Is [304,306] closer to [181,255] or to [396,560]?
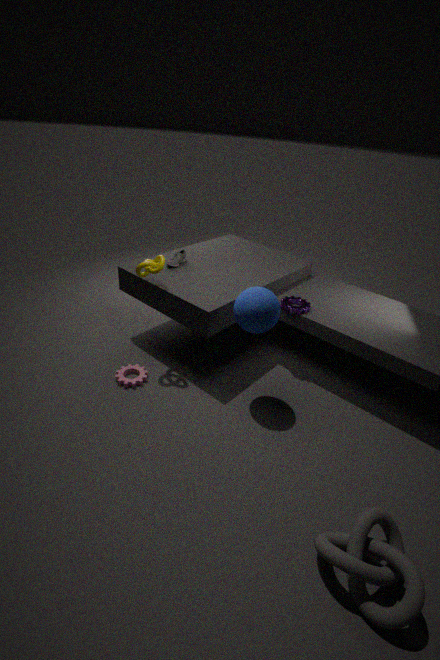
[181,255]
